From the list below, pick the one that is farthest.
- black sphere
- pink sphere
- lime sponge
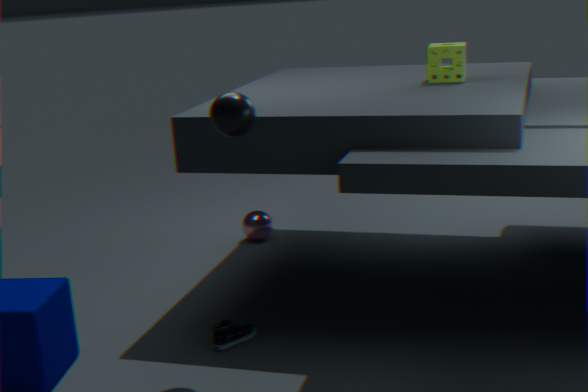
pink sphere
